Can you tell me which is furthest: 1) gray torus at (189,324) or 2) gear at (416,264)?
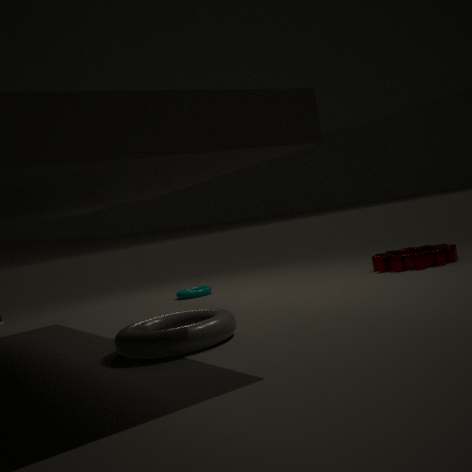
2. gear at (416,264)
